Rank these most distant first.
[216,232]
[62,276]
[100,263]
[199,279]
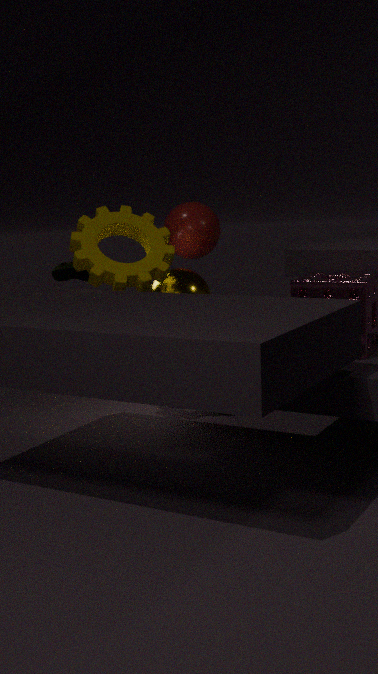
[216,232] → [62,276] → [199,279] → [100,263]
